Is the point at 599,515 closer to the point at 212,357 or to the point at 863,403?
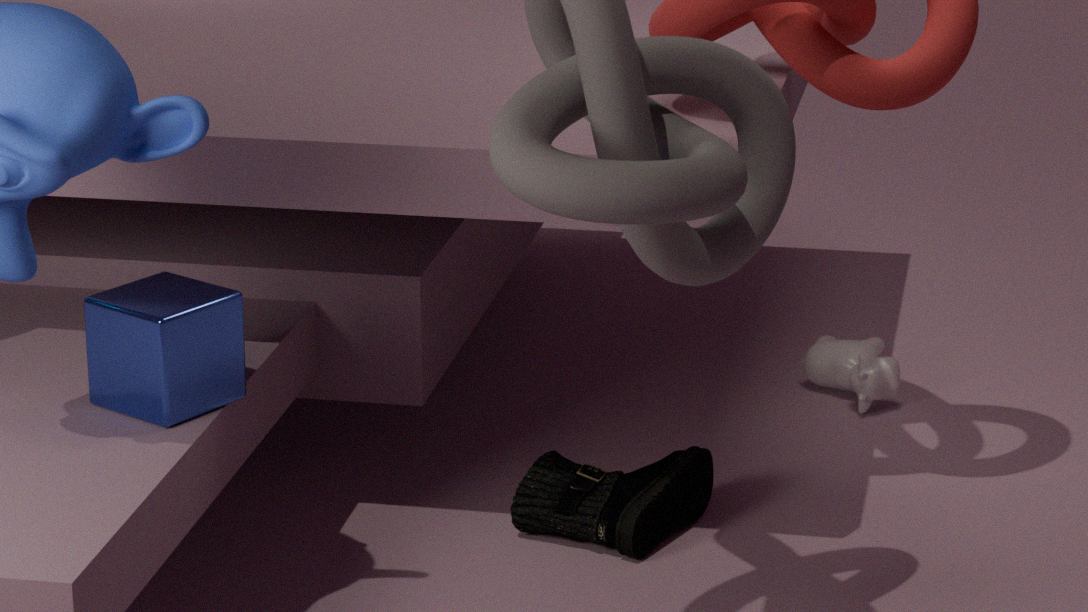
the point at 863,403
